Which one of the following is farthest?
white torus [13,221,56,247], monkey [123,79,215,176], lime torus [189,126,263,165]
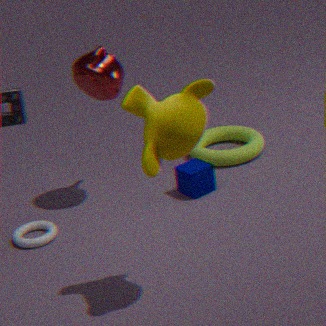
lime torus [189,126,263,165]
